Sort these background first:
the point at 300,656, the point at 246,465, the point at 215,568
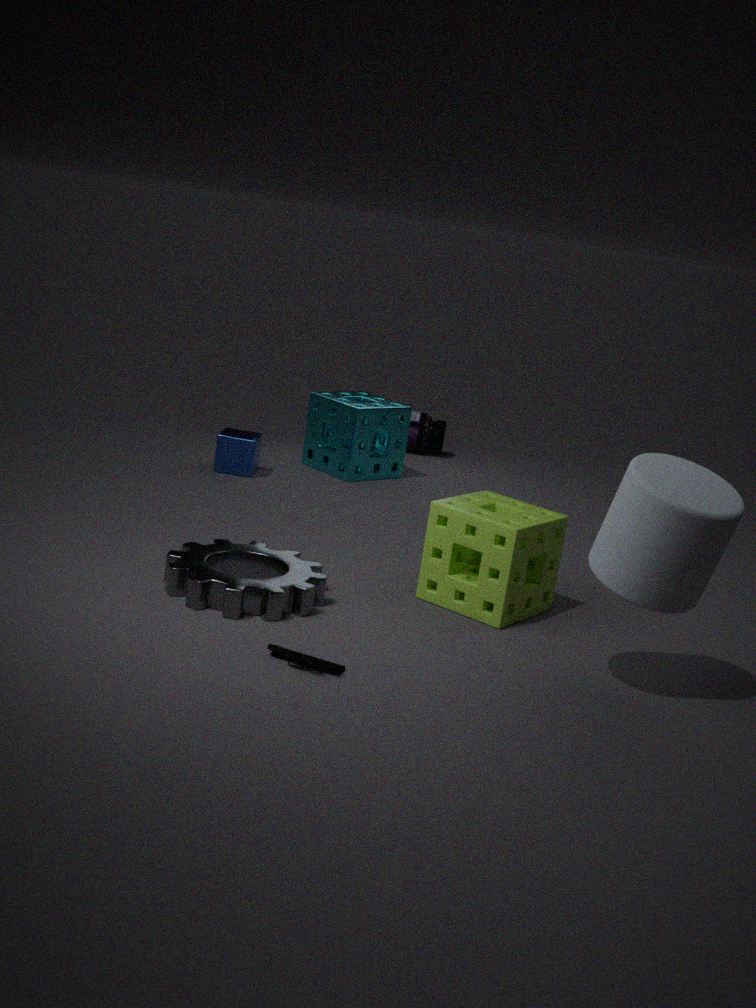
the point at 246,465
the point at 215,568
the point at 300,656
